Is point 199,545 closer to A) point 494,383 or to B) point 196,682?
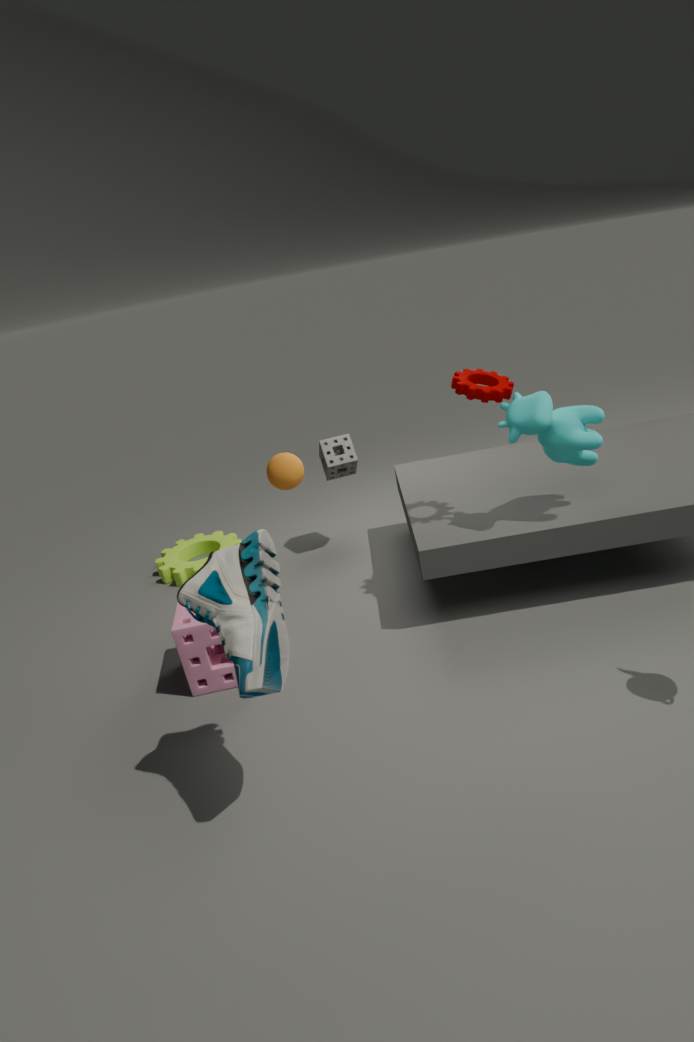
B) point 196,682
